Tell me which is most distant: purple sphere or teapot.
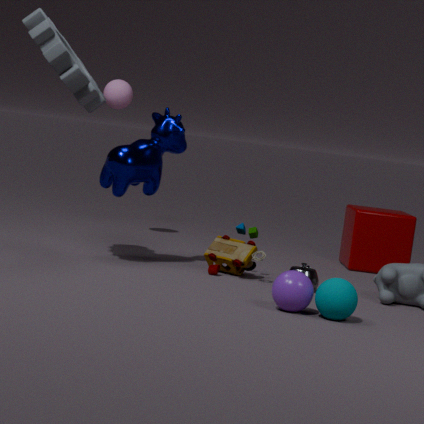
teapot
